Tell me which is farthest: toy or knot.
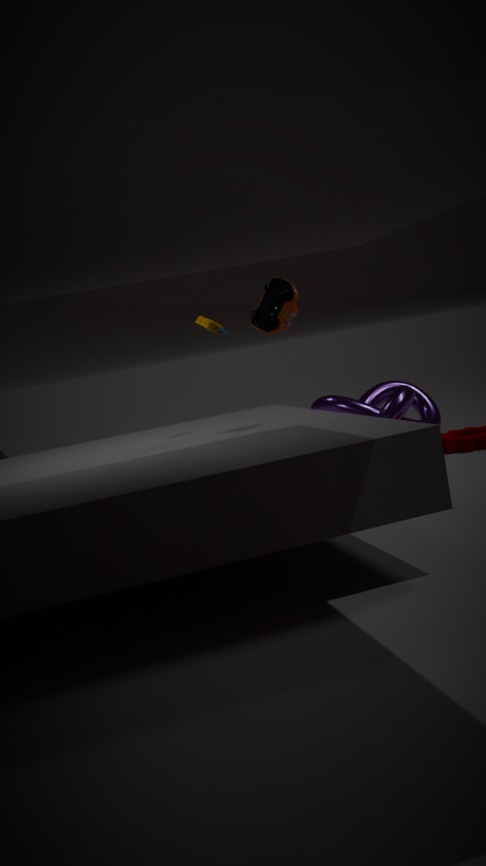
knot
